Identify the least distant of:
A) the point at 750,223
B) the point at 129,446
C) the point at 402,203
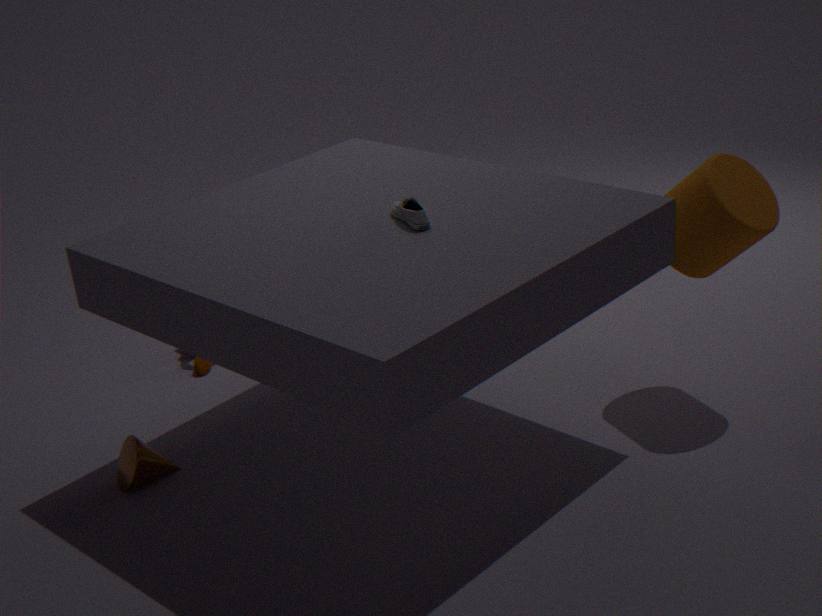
the point at 402,203
